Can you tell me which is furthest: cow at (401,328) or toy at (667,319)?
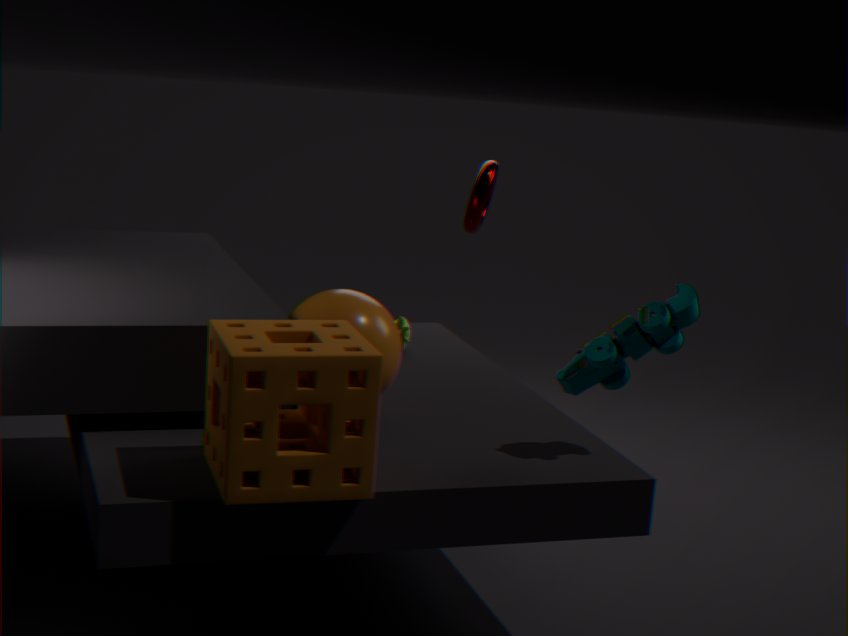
cow at (401,328)
